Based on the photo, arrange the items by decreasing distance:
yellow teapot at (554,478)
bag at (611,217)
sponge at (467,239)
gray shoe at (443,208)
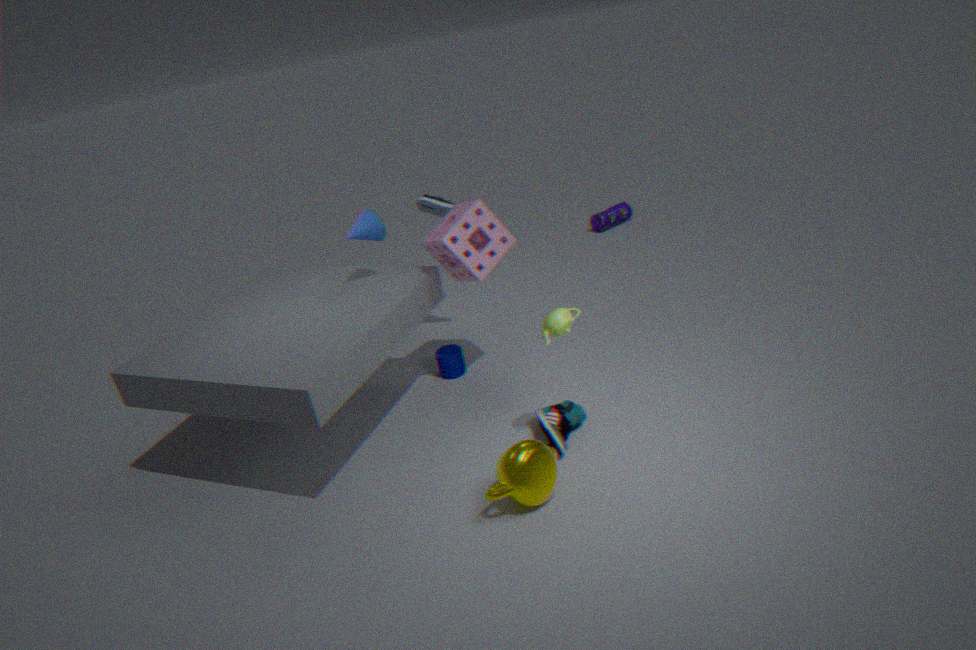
1. bag at (611,217)
2. gray shoe at (443,208)
3. sponge at (467,239)
4. yellow teapot at (554,478)
